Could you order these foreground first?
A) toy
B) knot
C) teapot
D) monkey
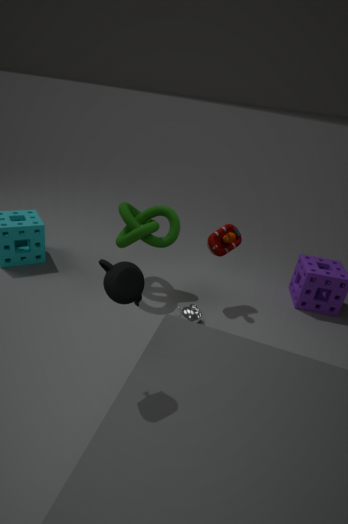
1. teapot
2. monkey
3. knot
4. toy
